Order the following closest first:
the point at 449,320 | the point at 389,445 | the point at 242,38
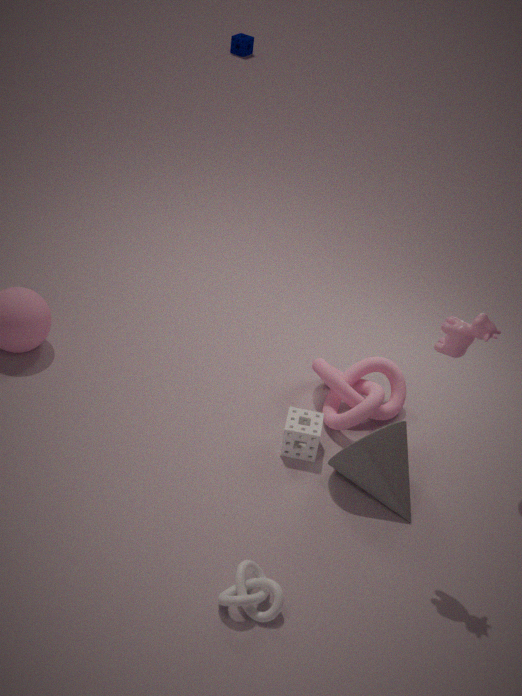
1. the point at 449,320
2. the point at 389,445
3. the point at 242,38
